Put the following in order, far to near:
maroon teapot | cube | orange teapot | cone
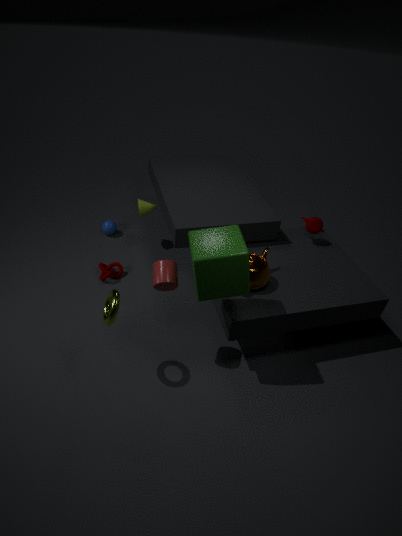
cone < maroon teapot < orange teapot < cube
